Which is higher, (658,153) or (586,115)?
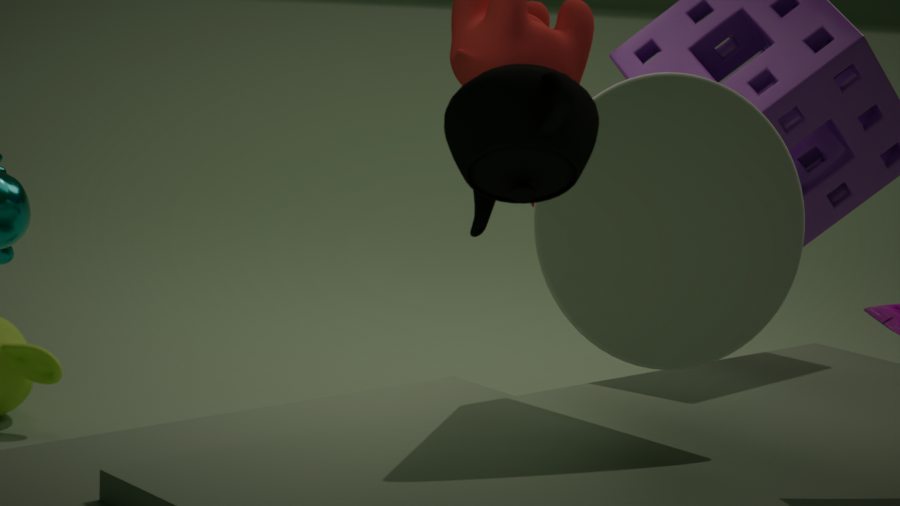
(586,115)
